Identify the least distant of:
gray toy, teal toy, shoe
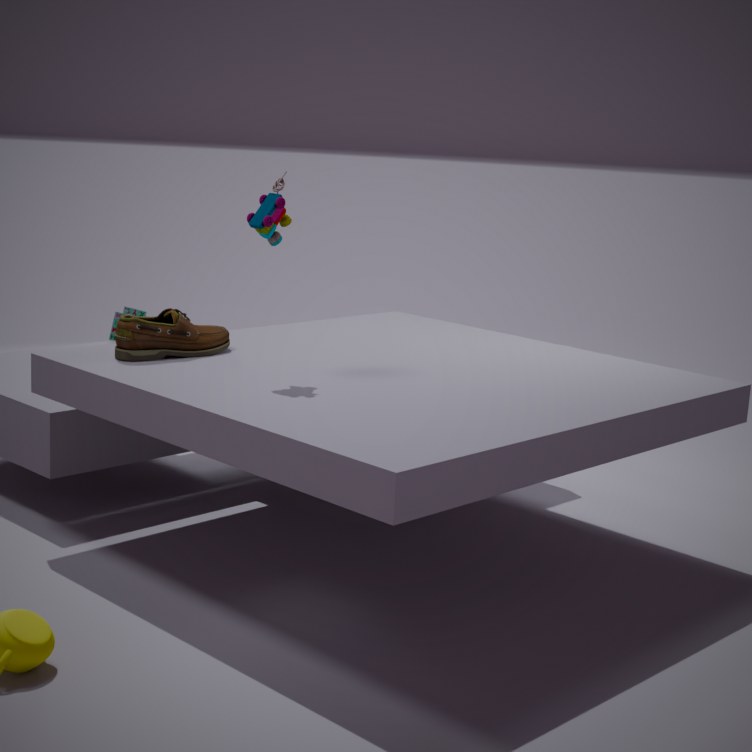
gray toy
